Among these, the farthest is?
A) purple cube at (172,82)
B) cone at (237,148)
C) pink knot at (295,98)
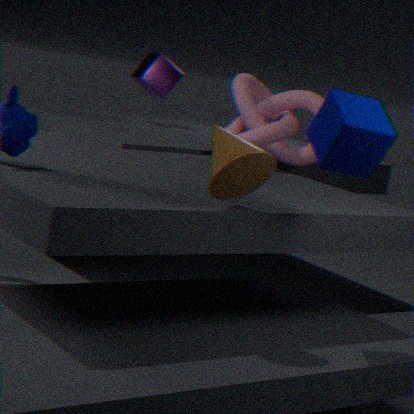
purple cube at (172,82)
